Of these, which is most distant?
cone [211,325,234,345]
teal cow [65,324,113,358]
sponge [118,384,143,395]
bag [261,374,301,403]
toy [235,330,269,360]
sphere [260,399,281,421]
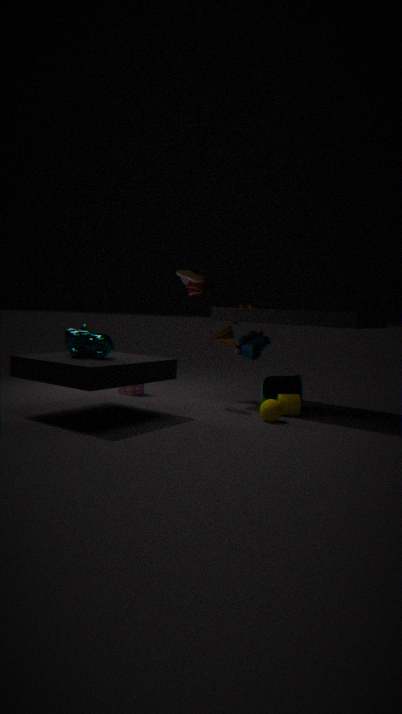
sponge [118,384,143,395]
